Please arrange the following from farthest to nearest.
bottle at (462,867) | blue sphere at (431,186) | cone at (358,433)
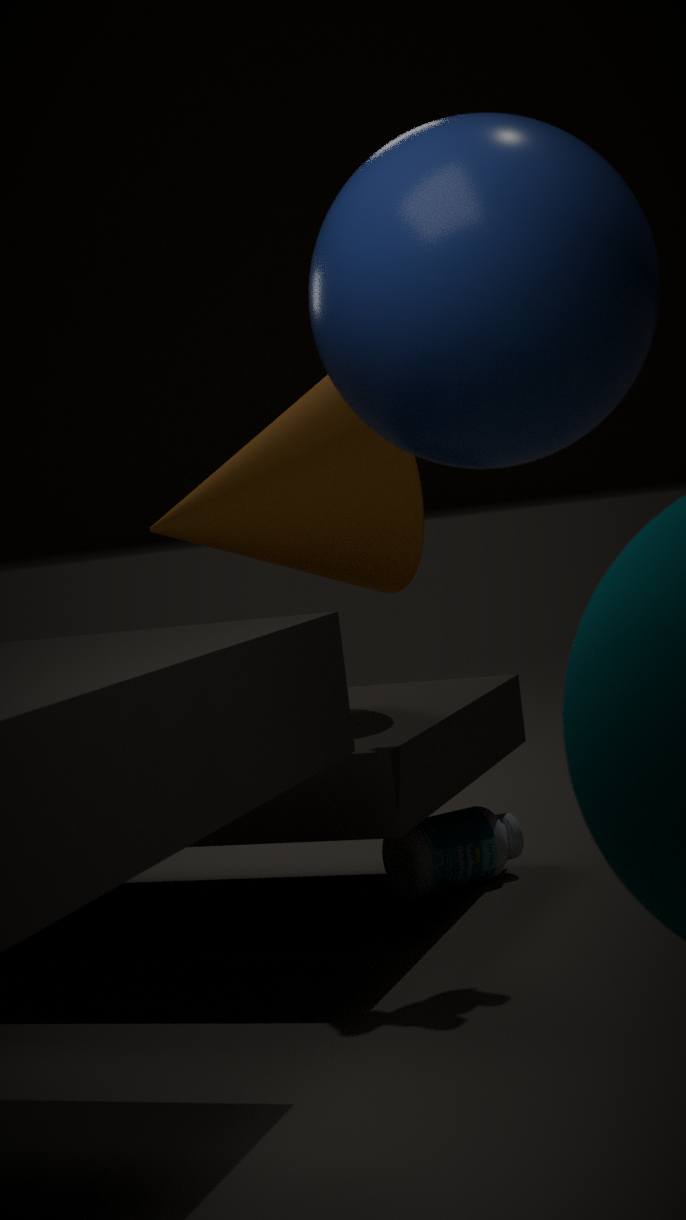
bottle at (462,867) < cone at (358,433) < blue sphere at (431,186)
